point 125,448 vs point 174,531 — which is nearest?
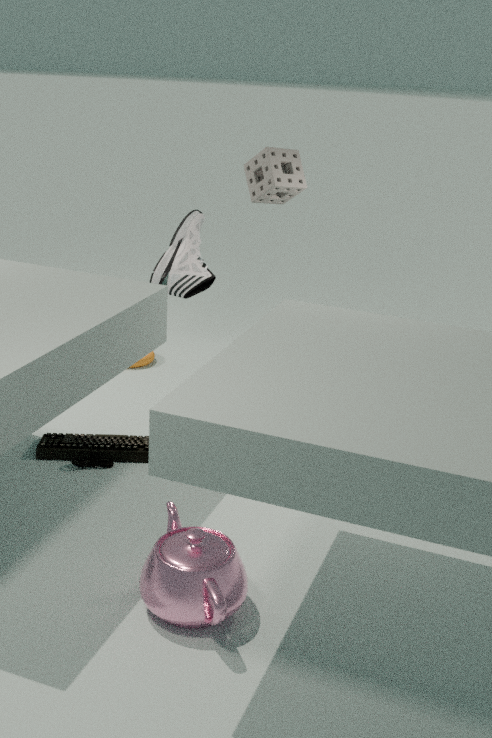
point 174,531
